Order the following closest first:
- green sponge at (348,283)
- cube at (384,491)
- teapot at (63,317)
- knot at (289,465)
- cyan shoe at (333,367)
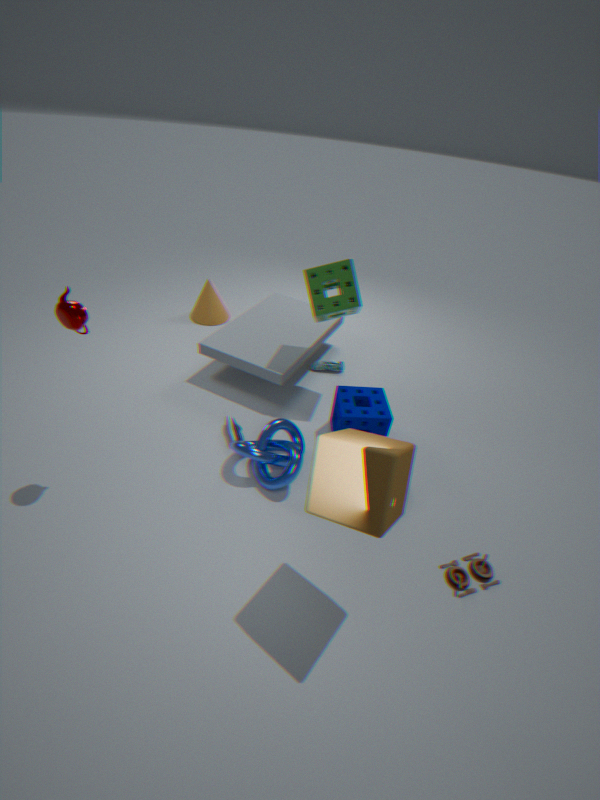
cube at (384,491)
teapot at (63,317)
knot at (289,465)
green sponge at (348,283)
cyan shoe at (333,367)
